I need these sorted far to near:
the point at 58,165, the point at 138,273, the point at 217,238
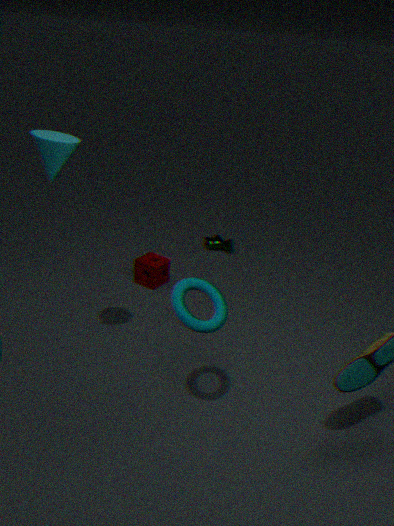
1. the point at 217,238
2. the point at 138,273
3. the point at 58,165
